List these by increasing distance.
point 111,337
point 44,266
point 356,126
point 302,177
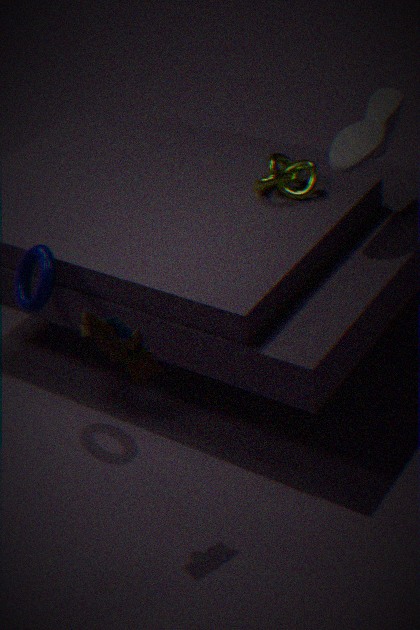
point 111,337 → point 44,266 → point 356,126 → point 302,177
